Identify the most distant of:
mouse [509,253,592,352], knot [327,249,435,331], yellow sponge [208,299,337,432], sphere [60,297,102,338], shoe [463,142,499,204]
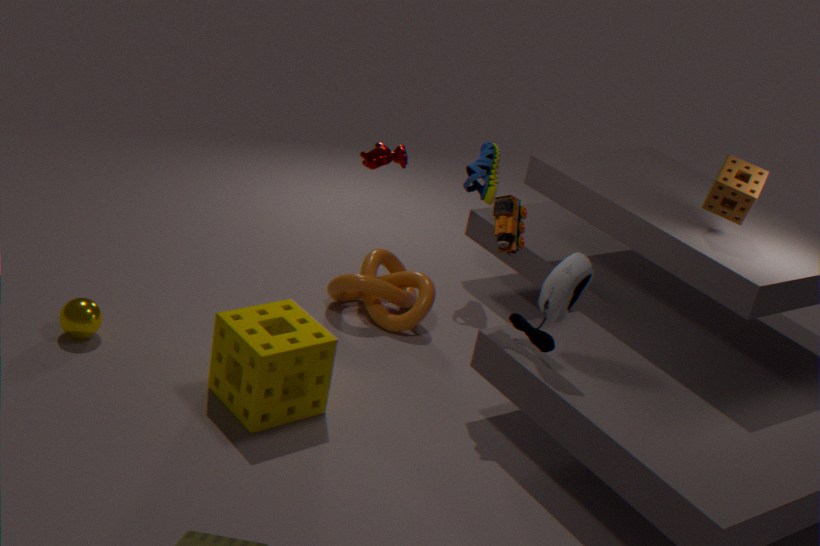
shoe [463,142,499,204]
